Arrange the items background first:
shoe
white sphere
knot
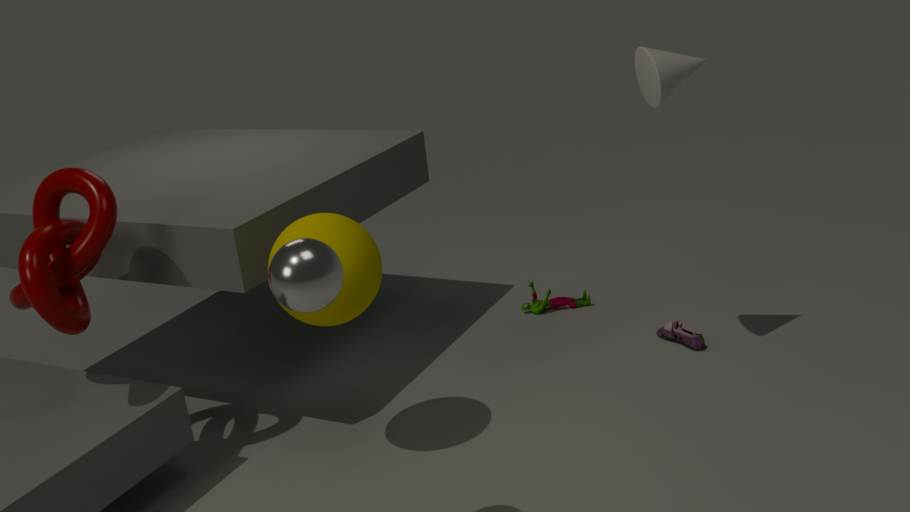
shoe → knot → white sphere
